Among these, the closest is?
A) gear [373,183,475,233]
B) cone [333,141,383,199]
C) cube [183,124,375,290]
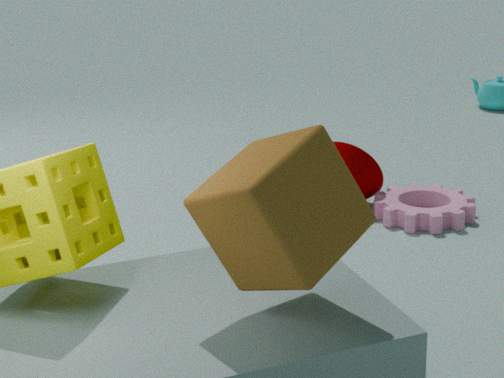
cube [183,124,375,290]
